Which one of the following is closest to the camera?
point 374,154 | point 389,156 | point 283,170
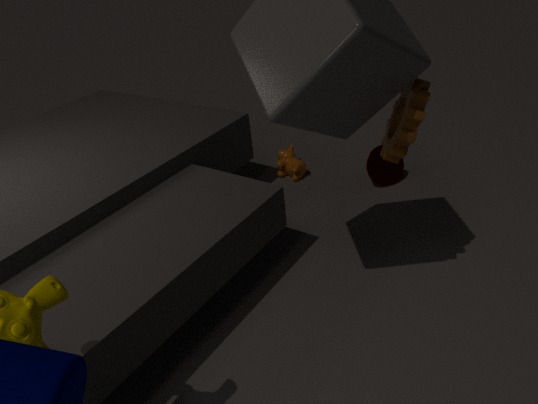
point 389,156
